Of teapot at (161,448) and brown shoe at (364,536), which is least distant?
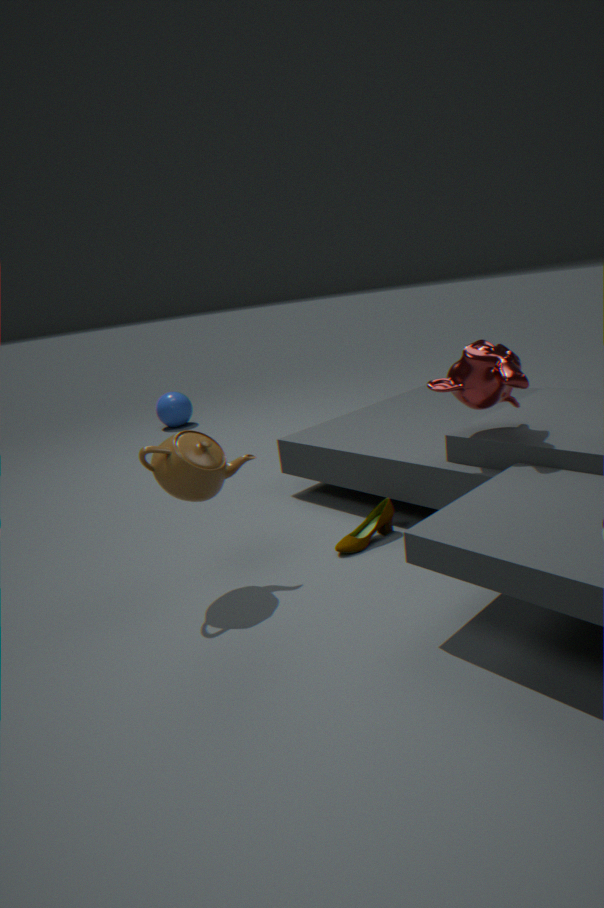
teapot at (161,448)
